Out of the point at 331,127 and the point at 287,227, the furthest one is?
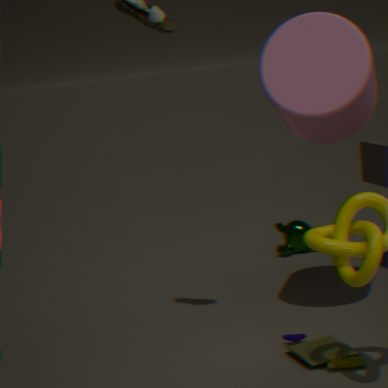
the point at 287,227
